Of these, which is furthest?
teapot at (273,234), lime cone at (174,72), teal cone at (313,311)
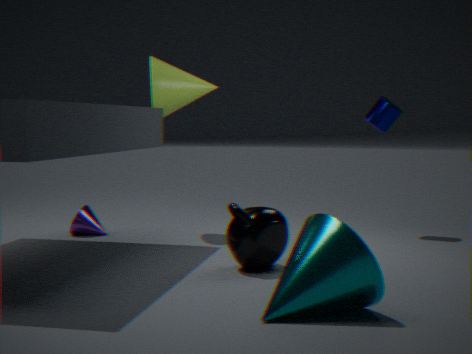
lime cone at (174,72)
